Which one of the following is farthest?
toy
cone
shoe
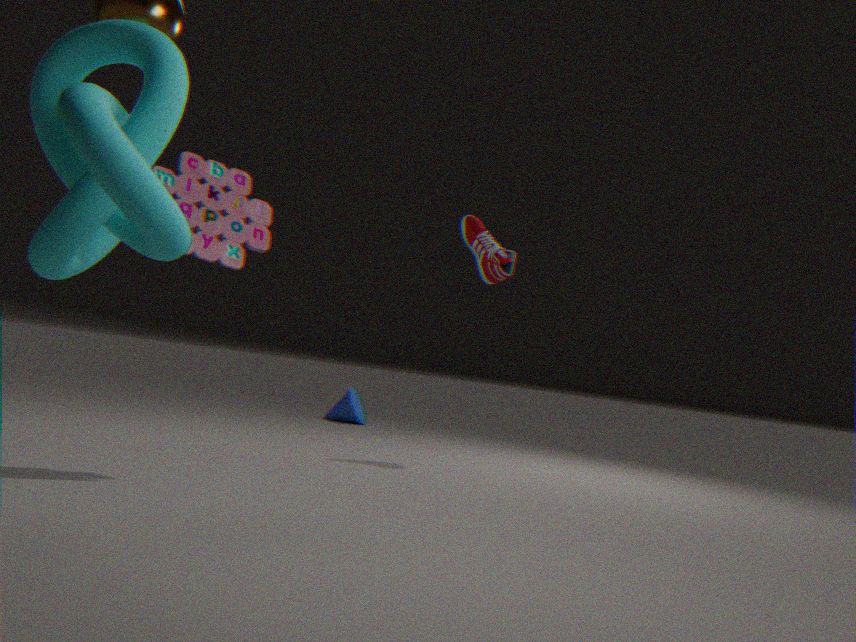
cone
